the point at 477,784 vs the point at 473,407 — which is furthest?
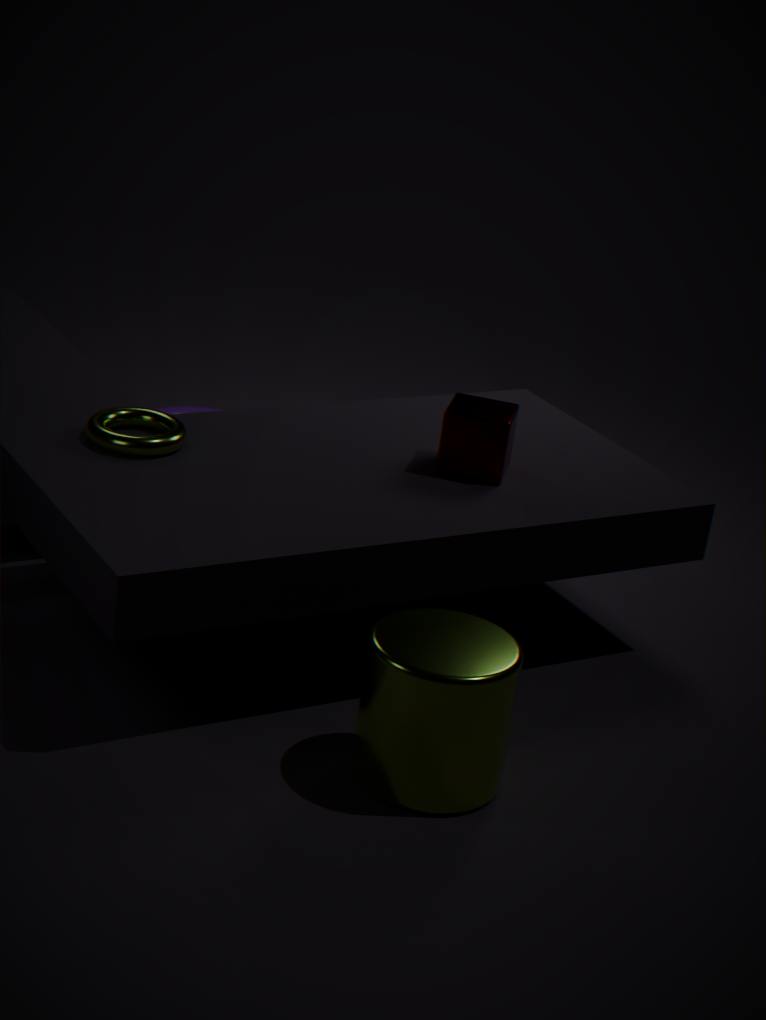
the point at 473,407
